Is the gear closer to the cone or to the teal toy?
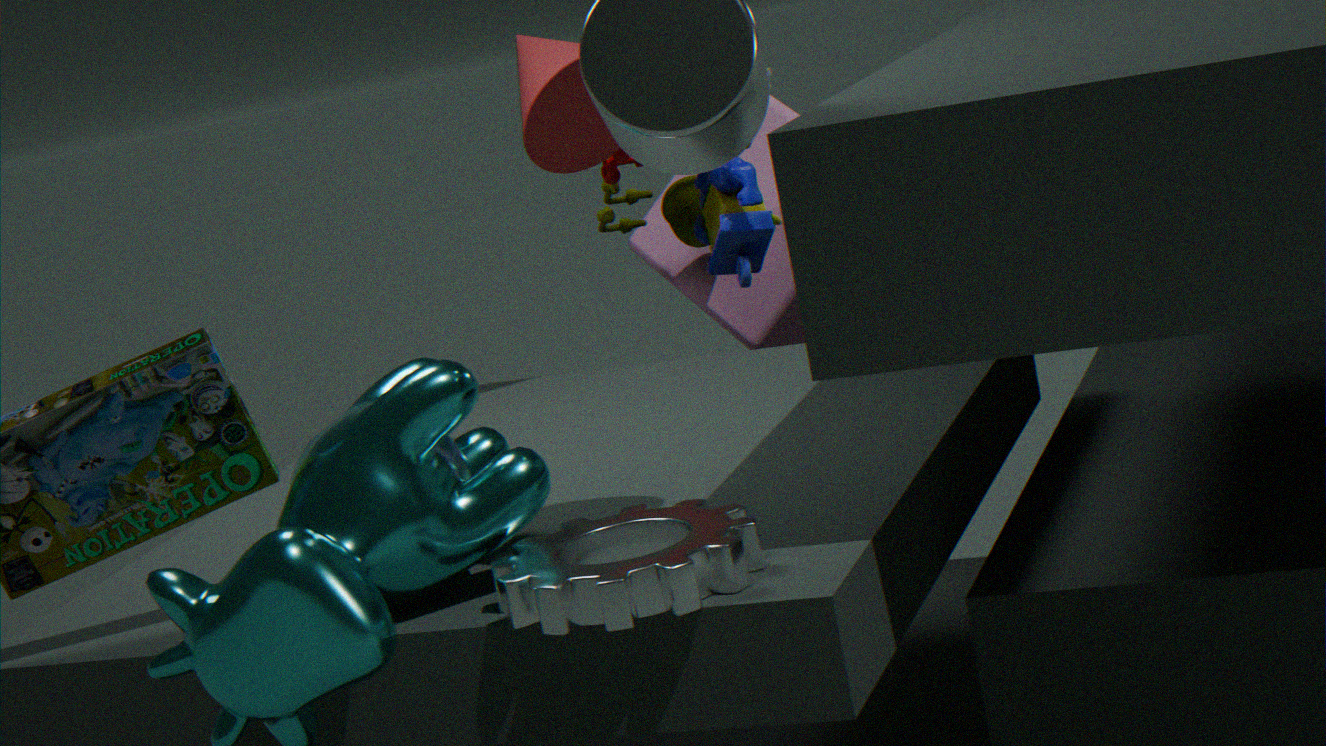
the cone
